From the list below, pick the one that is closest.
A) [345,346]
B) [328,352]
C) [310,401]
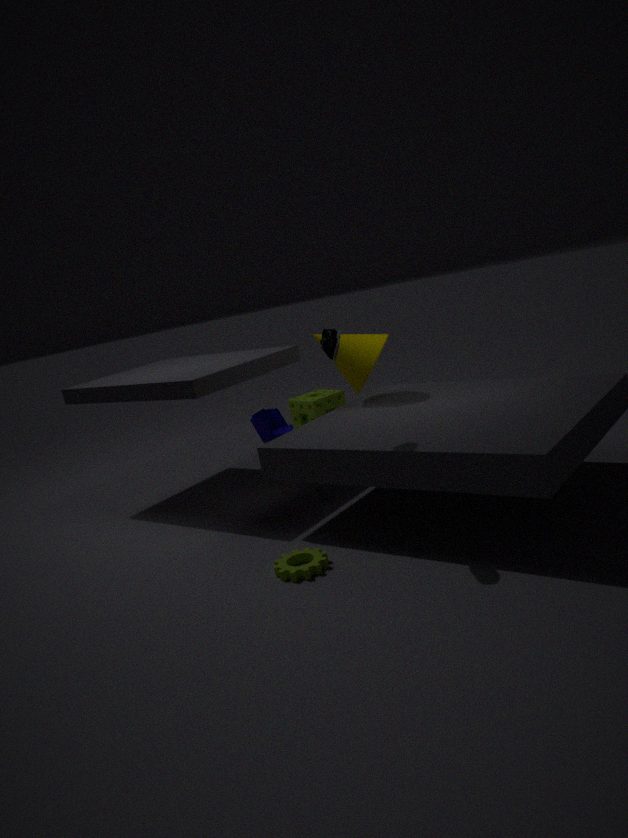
[328,352]
